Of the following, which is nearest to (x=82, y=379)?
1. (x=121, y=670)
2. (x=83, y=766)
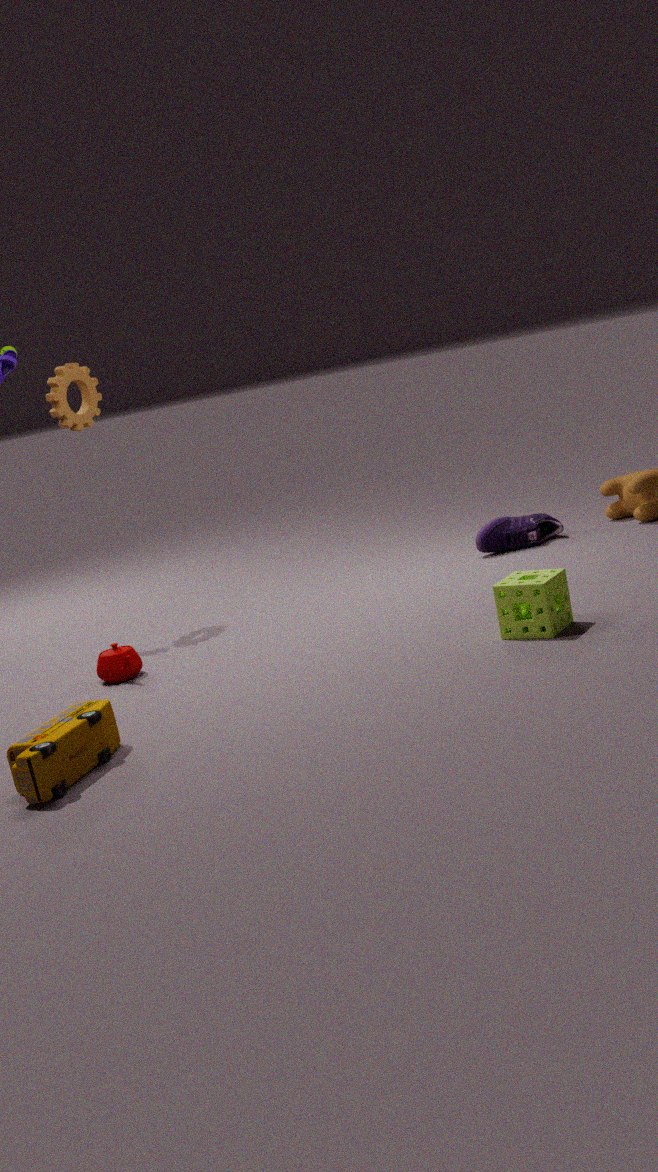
(x=121, y=670)
